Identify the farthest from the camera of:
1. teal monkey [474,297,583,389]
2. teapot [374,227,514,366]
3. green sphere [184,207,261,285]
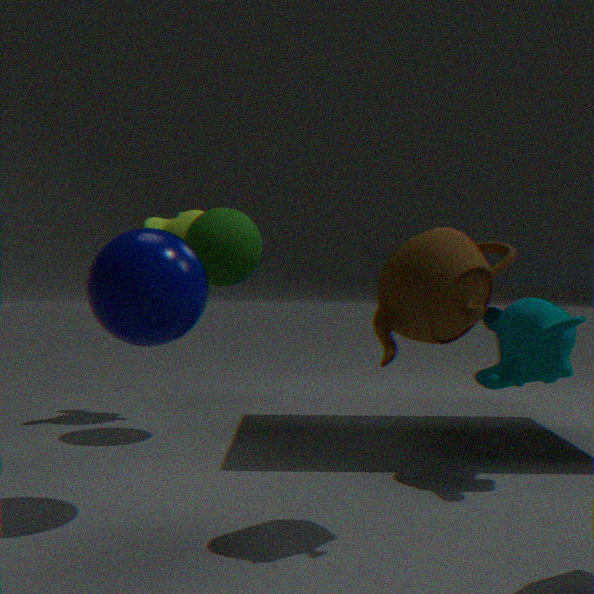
green sphere [184,207,261,285]
